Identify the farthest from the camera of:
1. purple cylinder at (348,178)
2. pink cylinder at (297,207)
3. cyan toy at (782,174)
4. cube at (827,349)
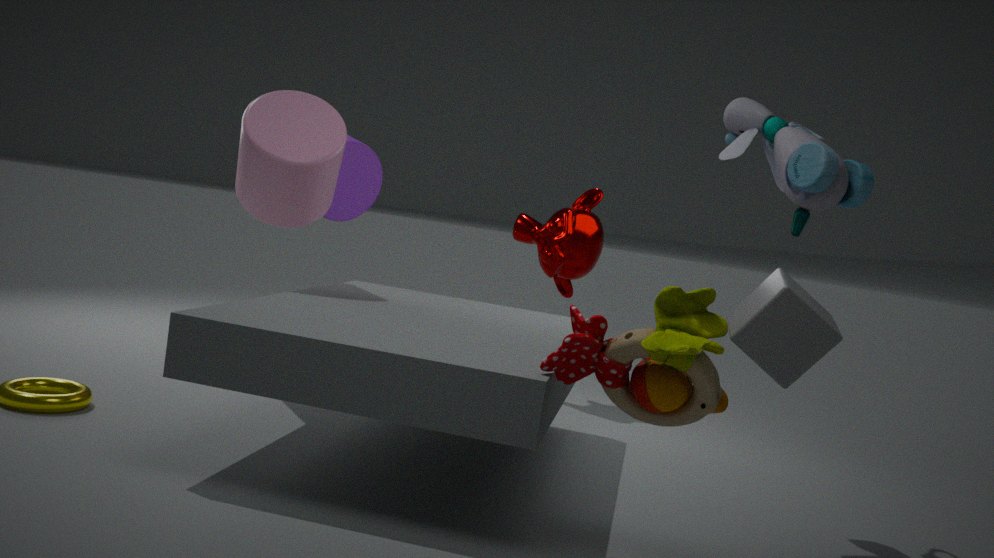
purple cylinder at (348,178)
